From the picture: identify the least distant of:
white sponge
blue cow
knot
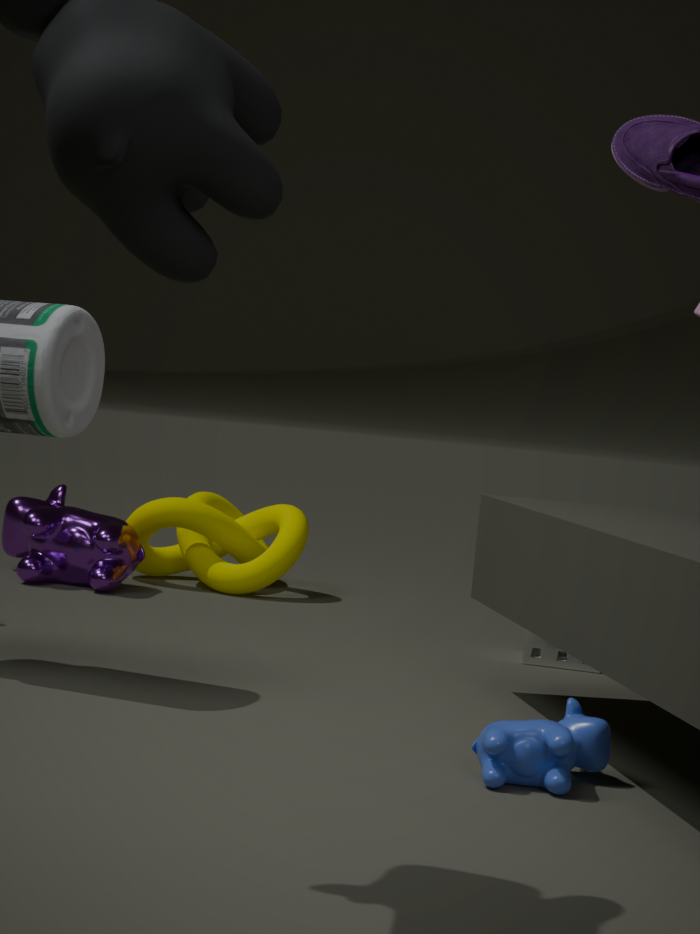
blue cow
